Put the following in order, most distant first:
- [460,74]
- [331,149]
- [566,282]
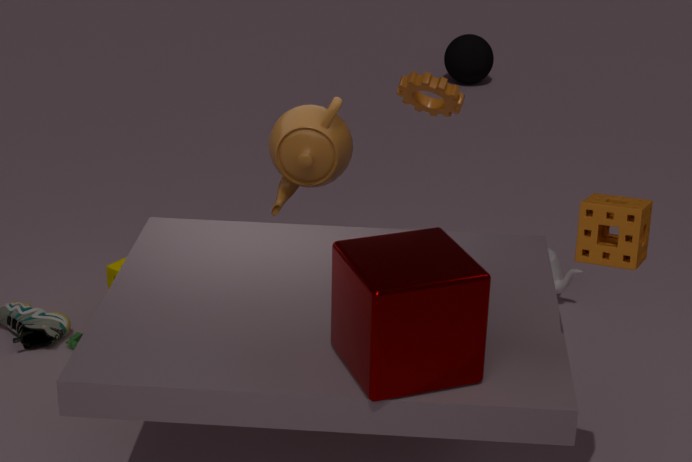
1. [460,74]
2. [566,282]
3. [331,149]
